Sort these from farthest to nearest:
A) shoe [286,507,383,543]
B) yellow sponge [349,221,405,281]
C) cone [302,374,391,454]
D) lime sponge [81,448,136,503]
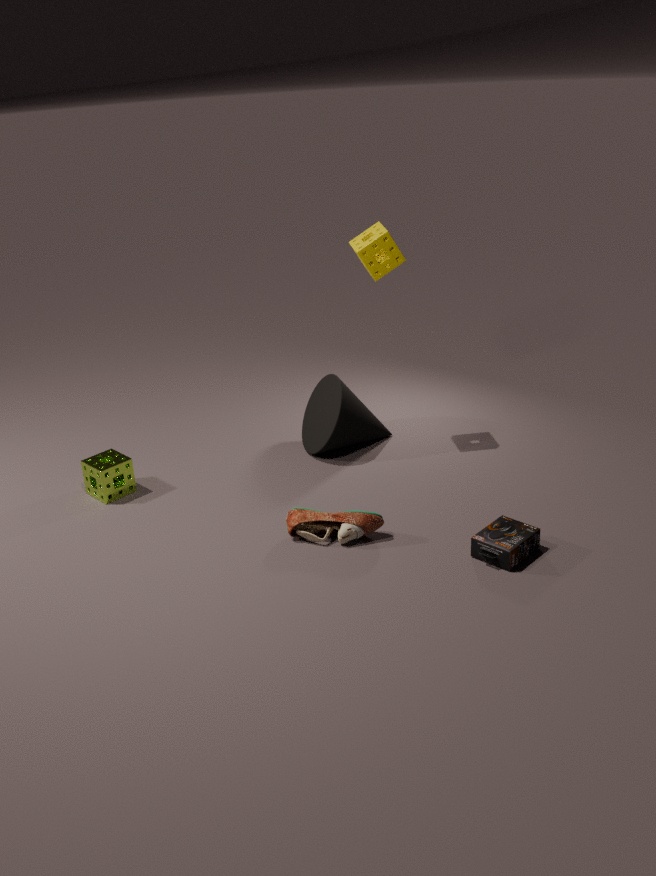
cone [302,374,391,454]
lime sponge [81,448,136,503]
yellow sponge [349,221,405,281]
shoe [286,507,383,543]
